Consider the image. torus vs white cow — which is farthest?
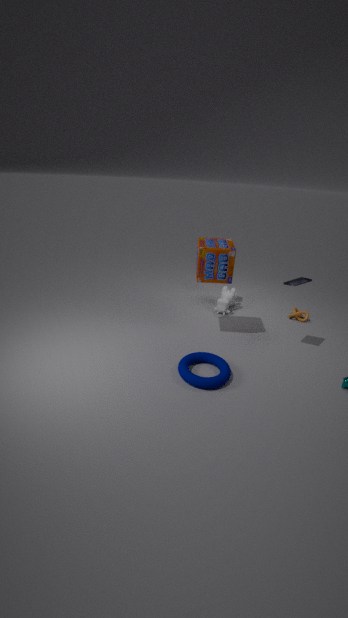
white cow
